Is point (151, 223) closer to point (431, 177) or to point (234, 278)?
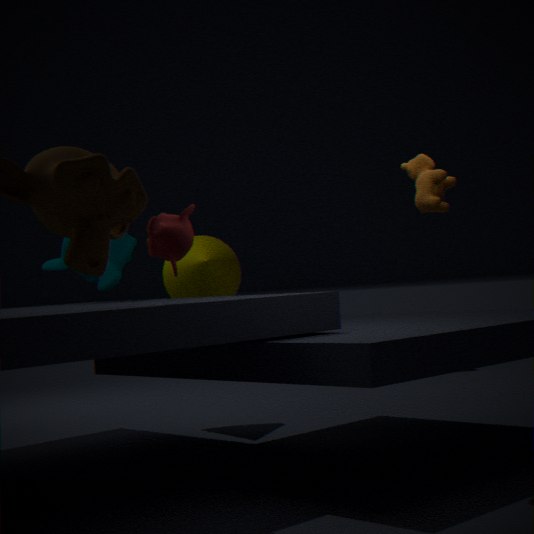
point (431, 177)
